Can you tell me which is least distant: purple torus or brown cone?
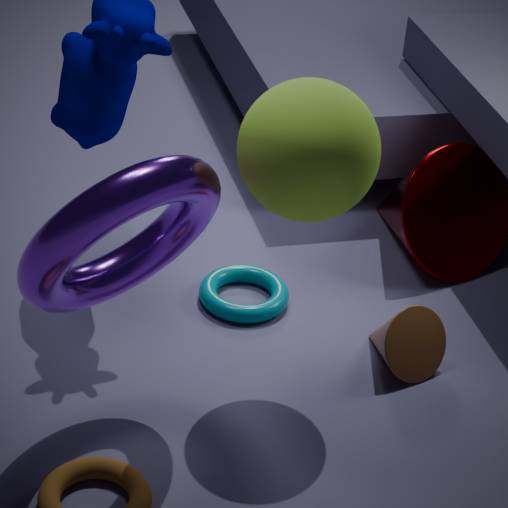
purple torus
